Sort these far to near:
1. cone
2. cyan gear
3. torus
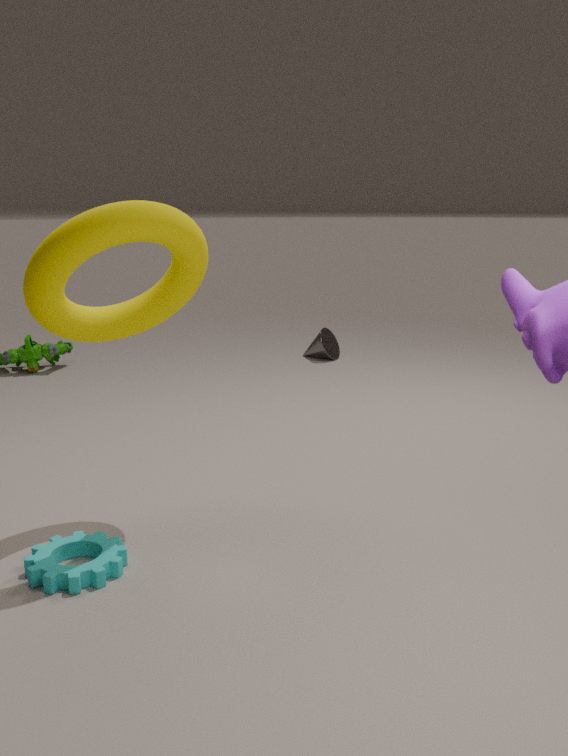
cone < cyan gear < torus
